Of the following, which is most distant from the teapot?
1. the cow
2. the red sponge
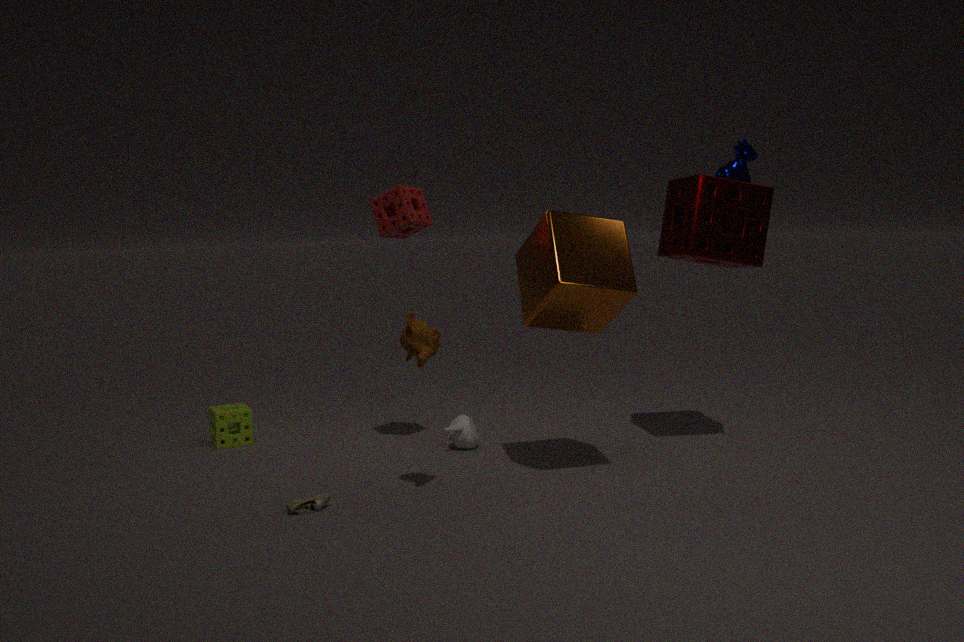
the cow
